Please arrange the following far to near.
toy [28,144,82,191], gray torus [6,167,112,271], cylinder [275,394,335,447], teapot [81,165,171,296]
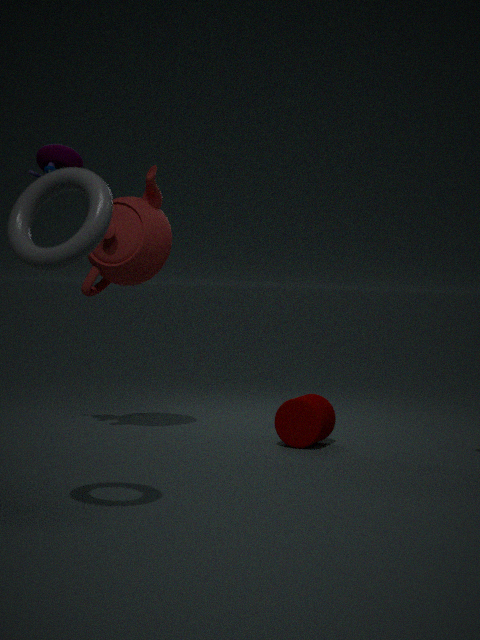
1. cylinder [275,394,335,447]
2. teapot [81,165,171,296]
3. toy [28,144,82,191]
4. gray torus [6,167,112,271]
